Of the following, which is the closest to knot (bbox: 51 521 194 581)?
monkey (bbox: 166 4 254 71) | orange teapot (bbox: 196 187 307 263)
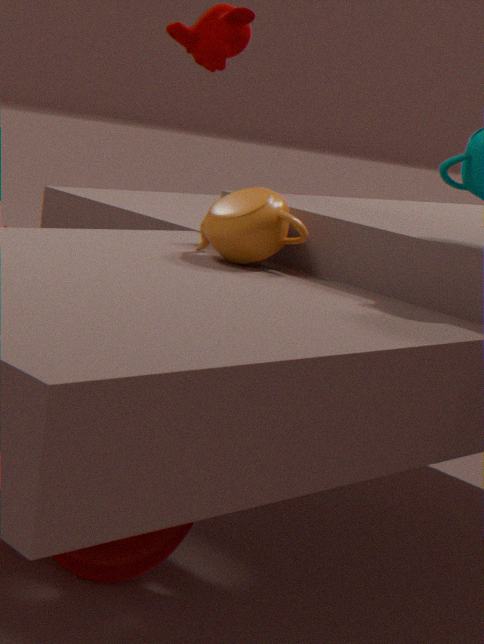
orange teapot (bbox: 196 187 307 263)
